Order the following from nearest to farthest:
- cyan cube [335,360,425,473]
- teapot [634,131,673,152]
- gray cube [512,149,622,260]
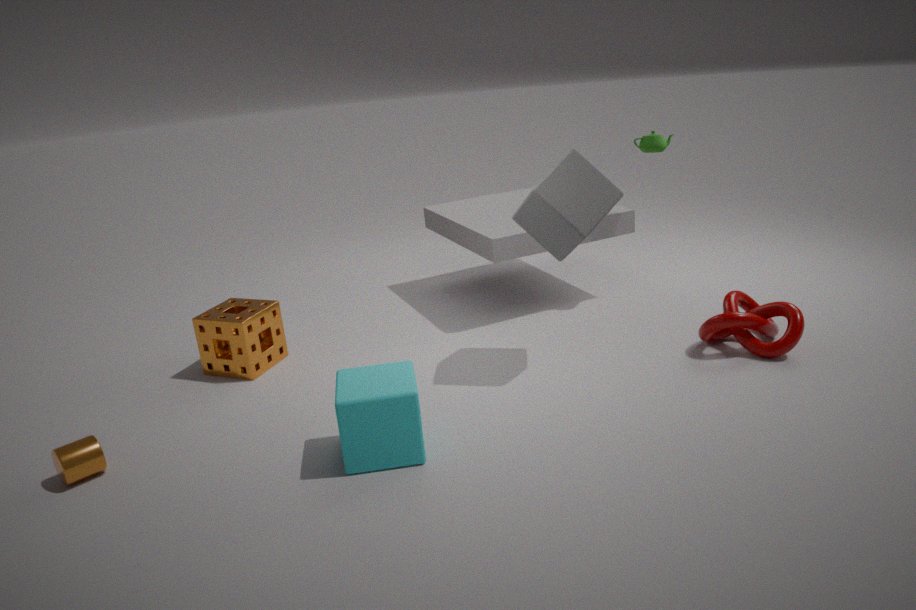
cyan cube [335,360,425,473], gray cube [512,149,622,260], teapot [634,131,673,152]
